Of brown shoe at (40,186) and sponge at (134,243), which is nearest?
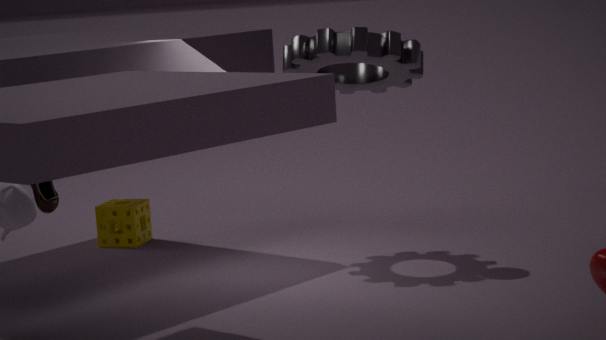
brown shoe at (40,186)
